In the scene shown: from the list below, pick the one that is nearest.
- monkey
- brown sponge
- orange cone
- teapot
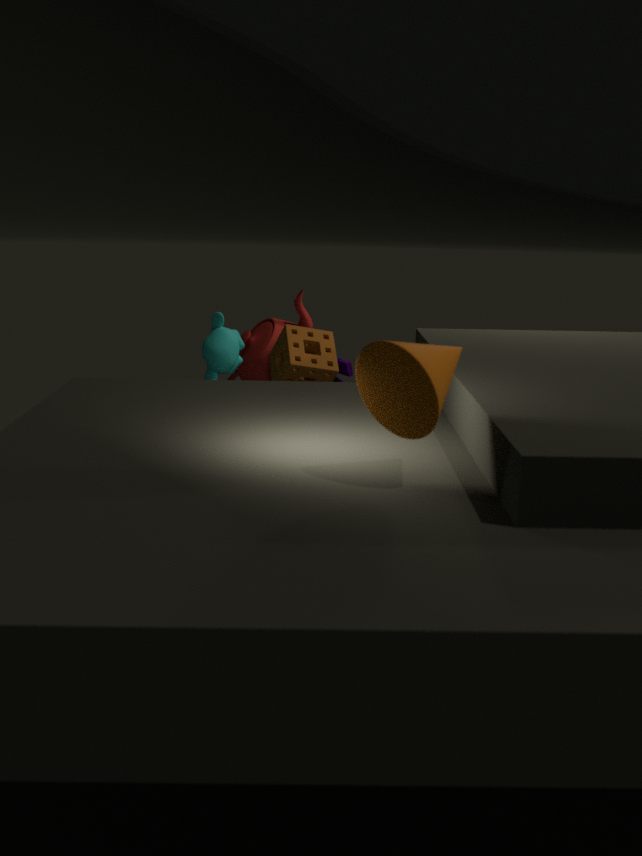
orange cone
